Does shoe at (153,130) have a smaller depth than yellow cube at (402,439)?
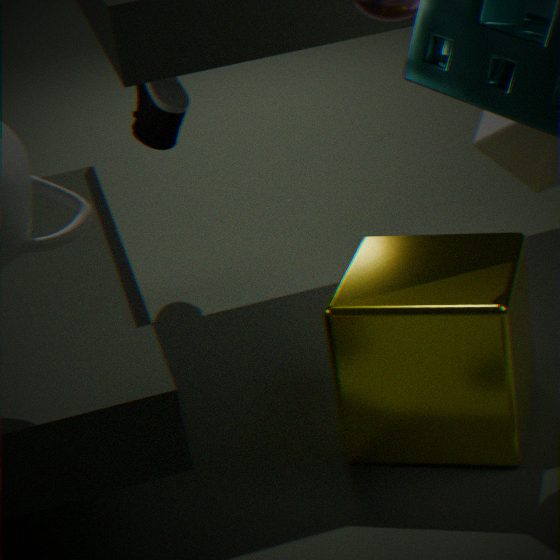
No
